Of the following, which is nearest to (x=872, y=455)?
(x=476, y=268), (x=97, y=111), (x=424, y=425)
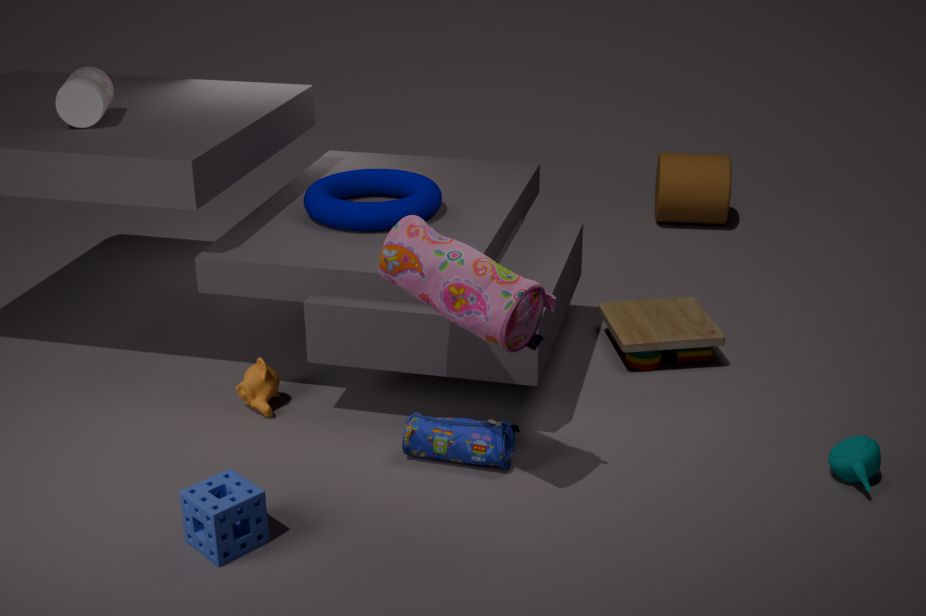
(x=424, y=425)
